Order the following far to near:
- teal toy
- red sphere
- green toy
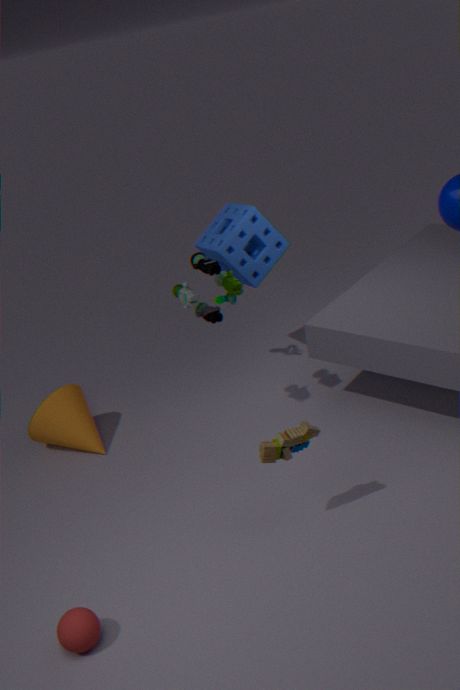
teal toy
green toy
red sphere
